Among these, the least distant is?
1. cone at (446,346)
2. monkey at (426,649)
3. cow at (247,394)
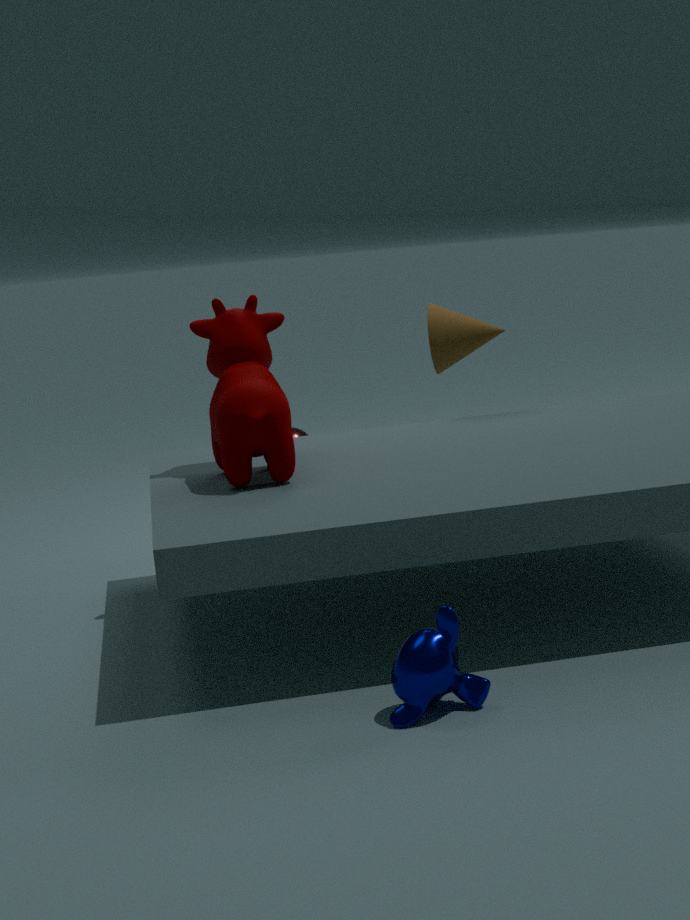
monkey at (426,649)
